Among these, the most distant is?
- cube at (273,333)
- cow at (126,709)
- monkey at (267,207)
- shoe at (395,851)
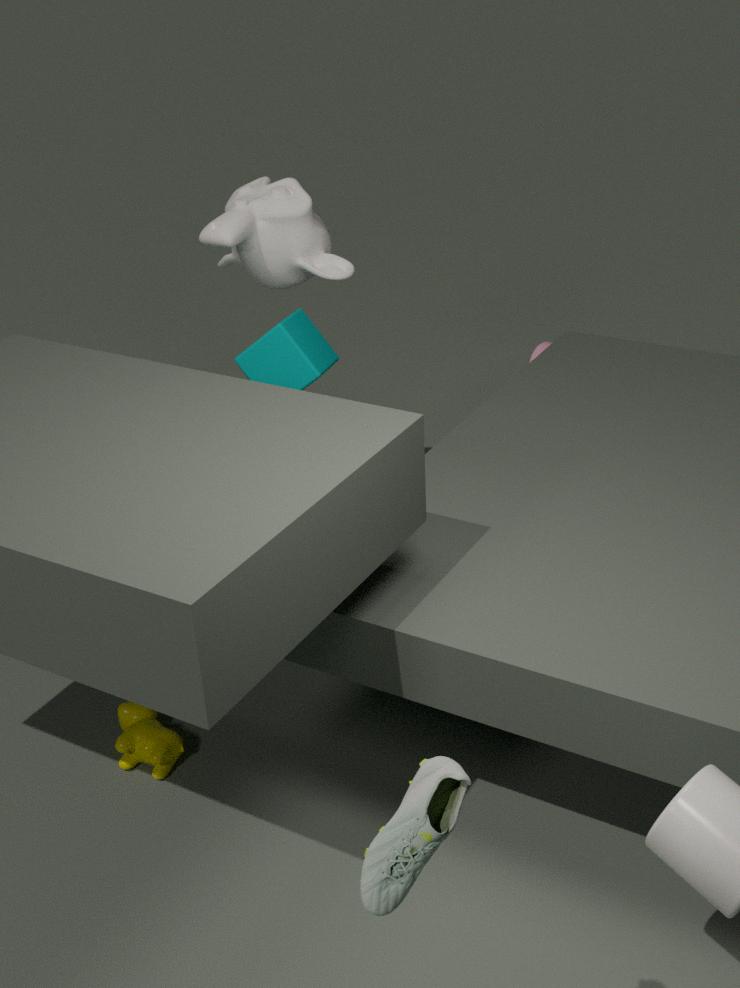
monkey at (267,207)
